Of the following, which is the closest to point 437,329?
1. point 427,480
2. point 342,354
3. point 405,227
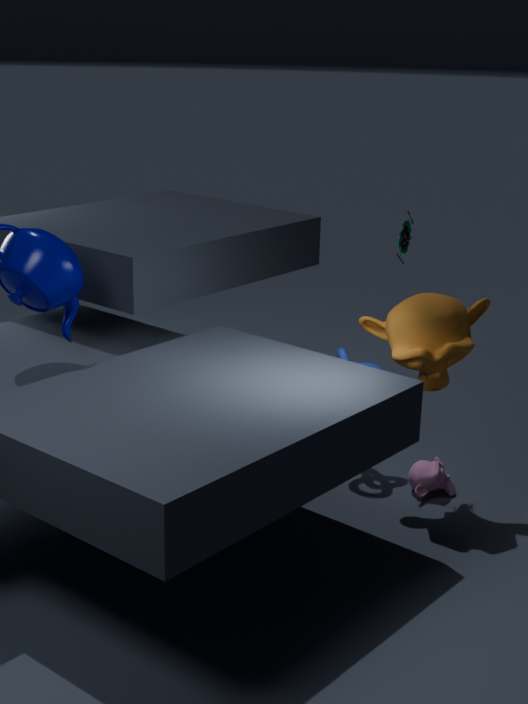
point 405,227
